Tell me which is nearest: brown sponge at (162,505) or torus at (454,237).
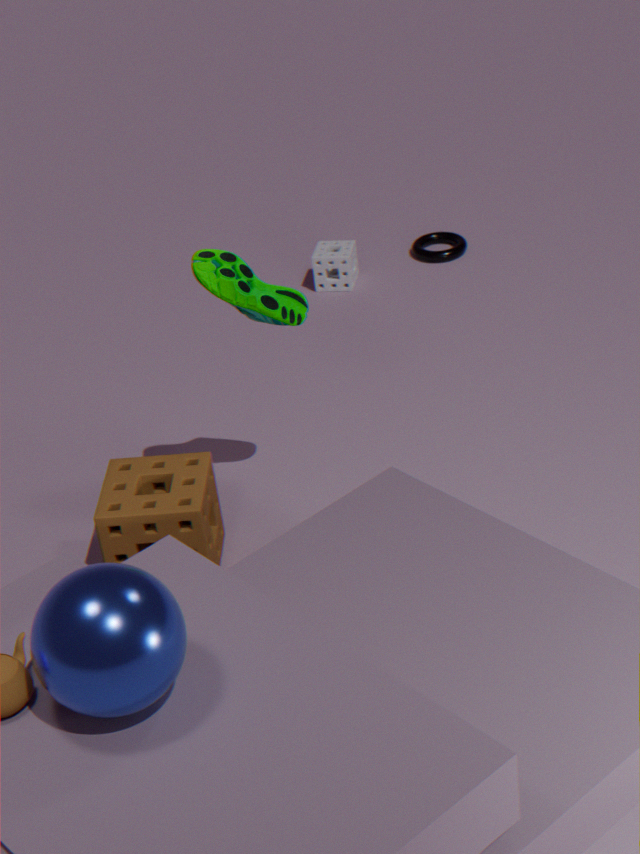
brown sponge at (162,505)
